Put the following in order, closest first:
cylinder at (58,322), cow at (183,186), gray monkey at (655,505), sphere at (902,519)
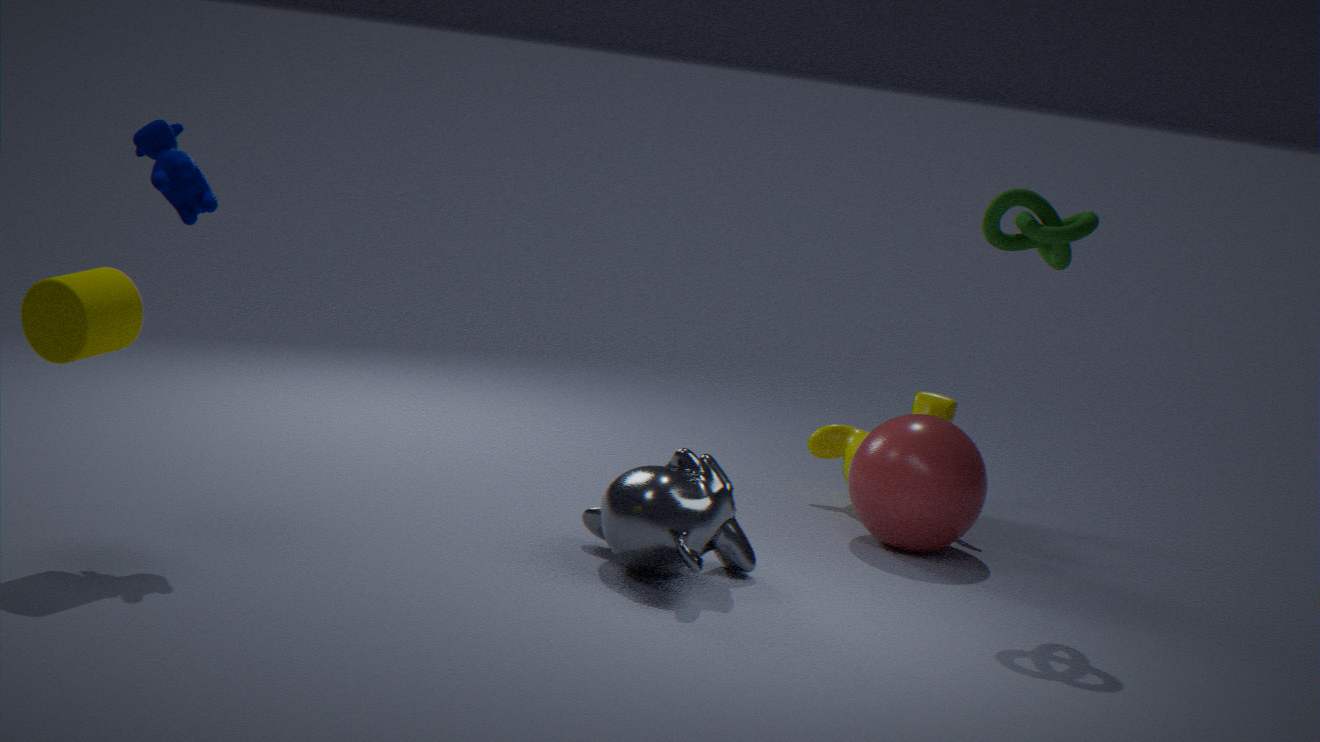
cylinder at (58,322), cow at (183,186), gray monkey at (655,505), sphere at (902,519)
